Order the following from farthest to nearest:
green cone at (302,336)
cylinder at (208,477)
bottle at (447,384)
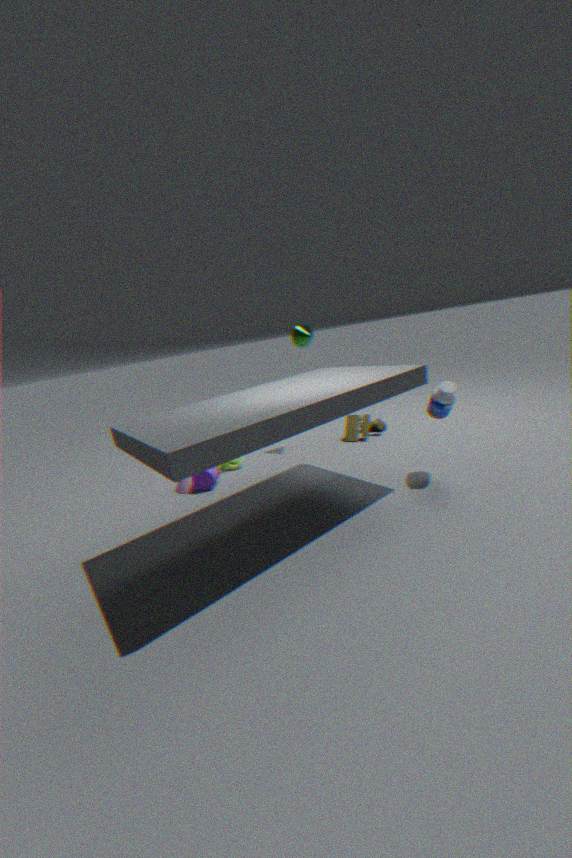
green cone at (302,336) < cylinder at (208,477) < bottle at (447,384)
